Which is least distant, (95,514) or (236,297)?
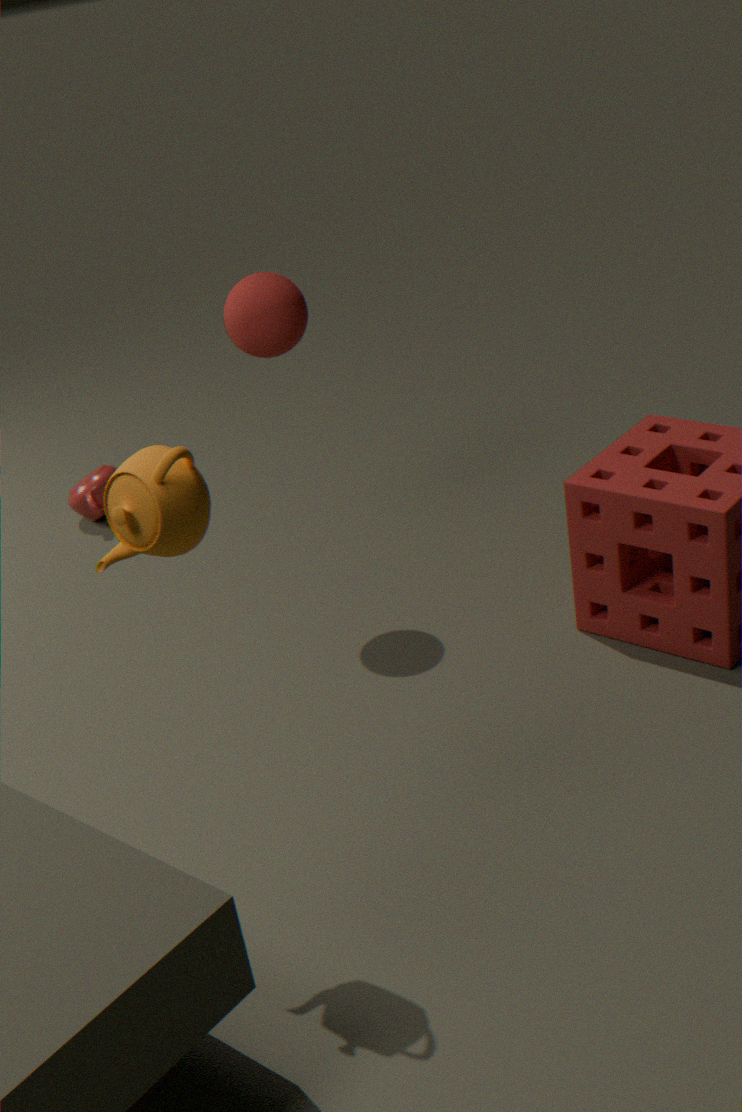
(236,297)
